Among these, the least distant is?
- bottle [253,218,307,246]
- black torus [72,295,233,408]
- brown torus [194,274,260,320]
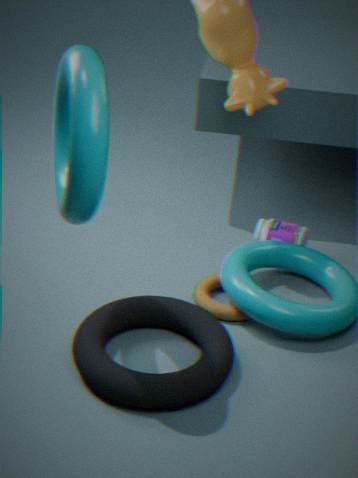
black torus [72,295,233,408]
